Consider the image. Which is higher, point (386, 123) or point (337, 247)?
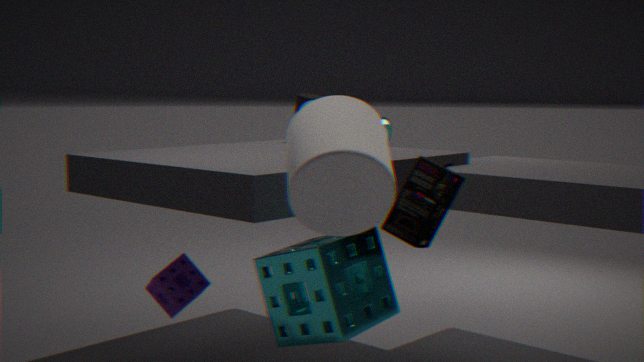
point (386, 123)
